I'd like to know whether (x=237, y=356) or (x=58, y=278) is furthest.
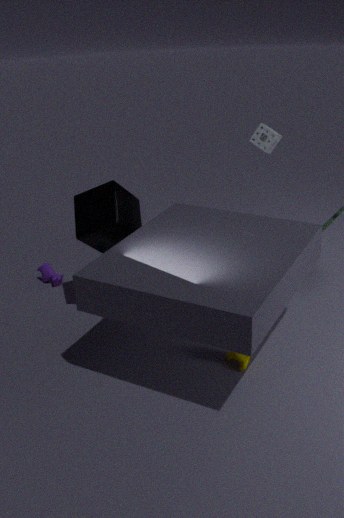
(x=58, y=278)
